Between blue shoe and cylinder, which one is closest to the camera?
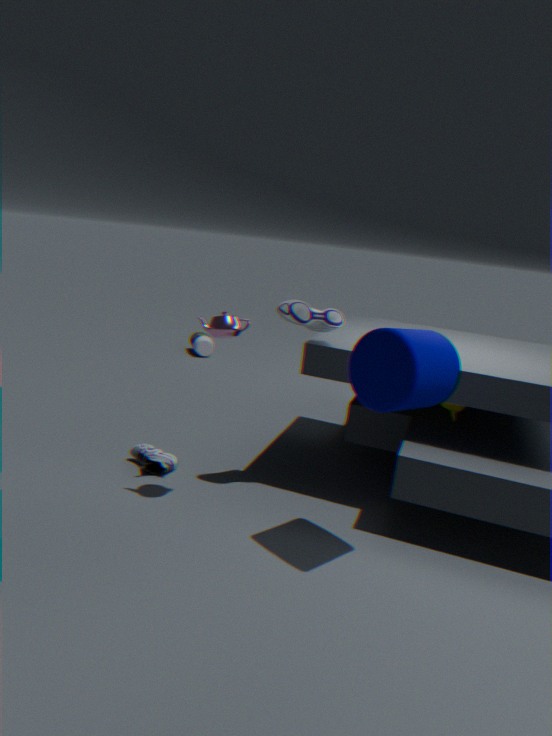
cylinder
